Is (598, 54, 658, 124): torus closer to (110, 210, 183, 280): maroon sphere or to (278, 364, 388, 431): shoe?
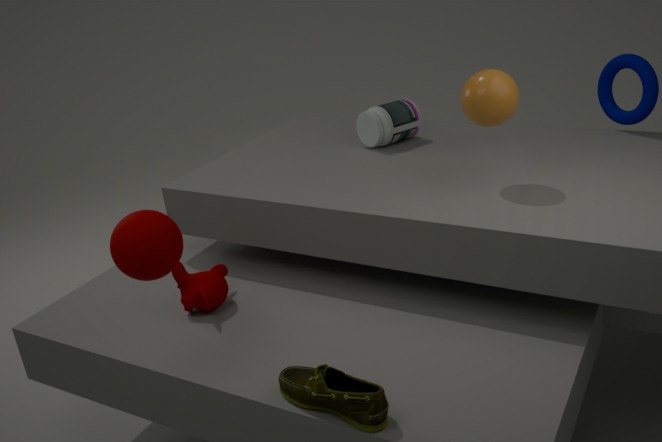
(278, 364, 388, 431): shoe
